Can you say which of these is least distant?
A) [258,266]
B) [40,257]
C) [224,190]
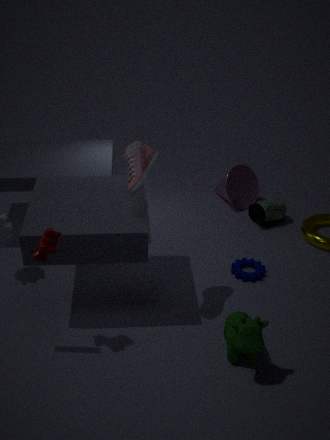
[40,257]
